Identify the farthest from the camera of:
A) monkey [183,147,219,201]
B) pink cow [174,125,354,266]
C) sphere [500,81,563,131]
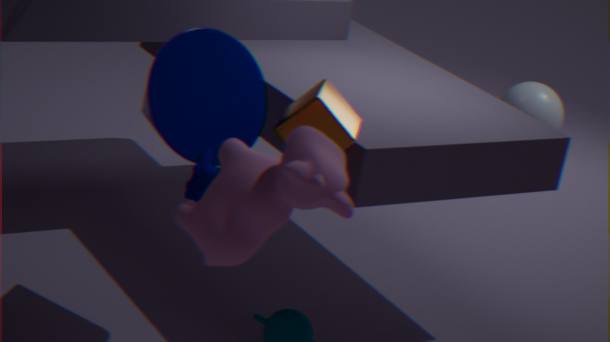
sphere [500,81,563,131]
